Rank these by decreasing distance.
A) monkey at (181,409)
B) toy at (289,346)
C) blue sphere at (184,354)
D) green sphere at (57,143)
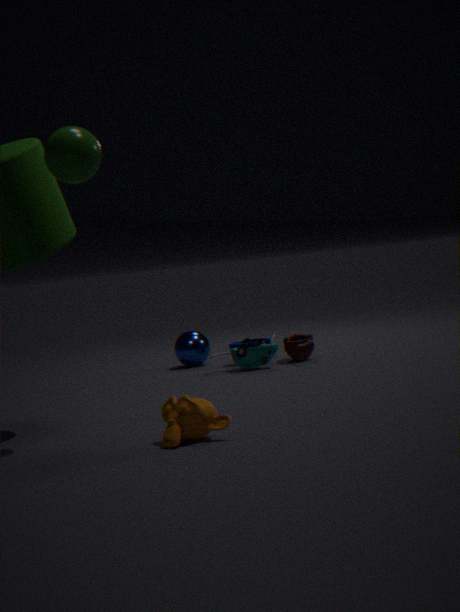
blue sphere at (184,354), toy at (289,346), green sphere at (57,143), monkey at (181,409)
